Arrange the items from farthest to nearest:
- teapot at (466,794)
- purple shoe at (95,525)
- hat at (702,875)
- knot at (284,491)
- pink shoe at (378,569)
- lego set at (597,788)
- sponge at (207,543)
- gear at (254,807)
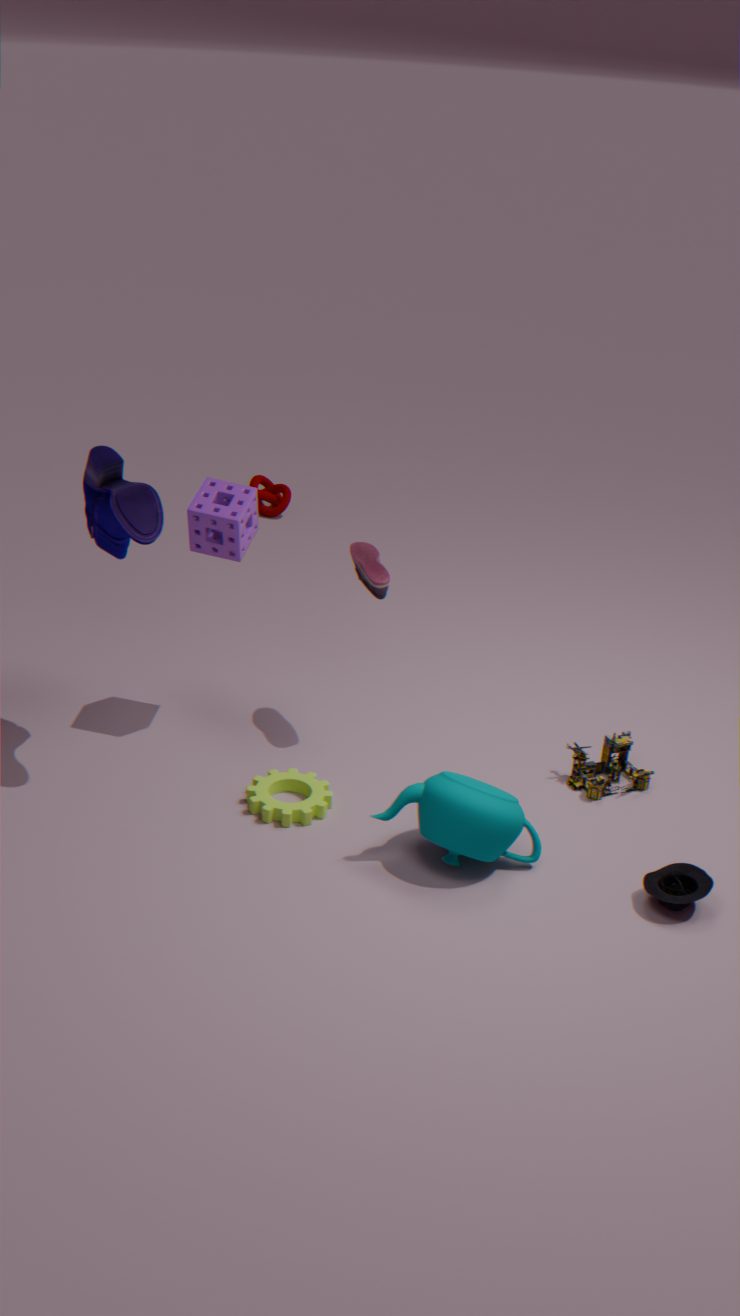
knot at (284,491), lego set at (597,788), pink shoe at (378,569), sponge at (207,543), gear at (254,807), purple shoe at (95,525), teapot at (466,794), hat at (702,875)
